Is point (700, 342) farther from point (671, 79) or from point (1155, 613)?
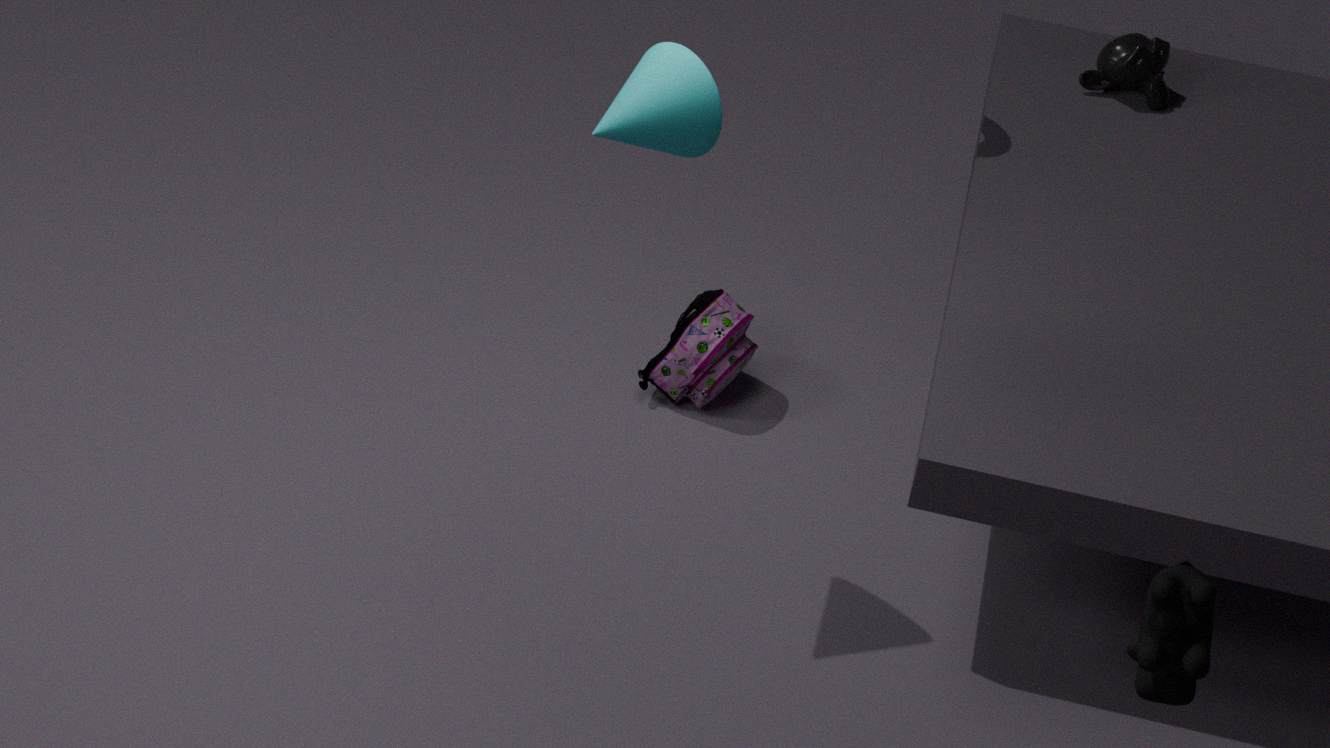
point (1155, 613)
